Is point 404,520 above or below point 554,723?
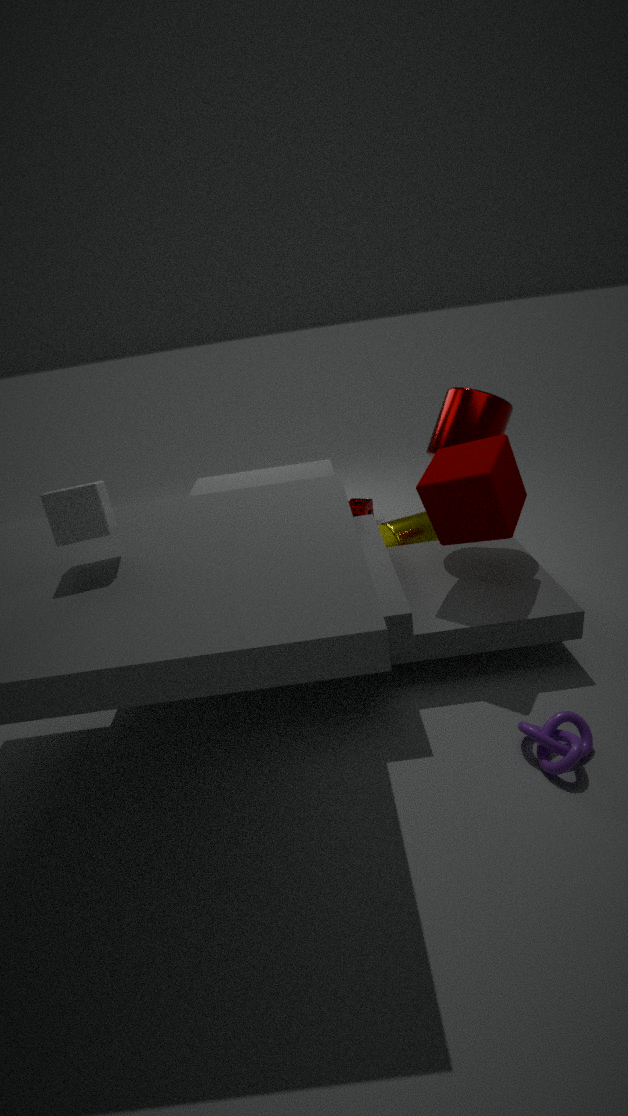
above
